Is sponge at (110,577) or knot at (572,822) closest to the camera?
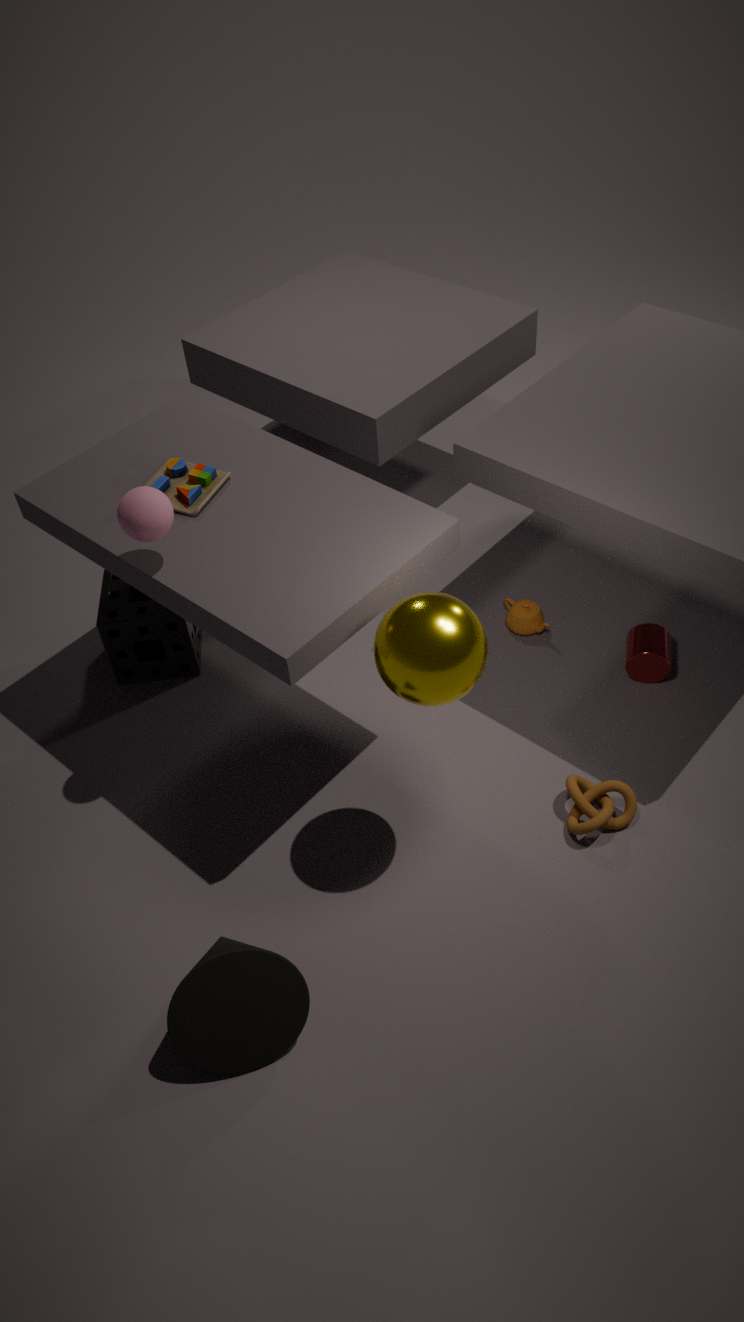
knot at (572,822)
